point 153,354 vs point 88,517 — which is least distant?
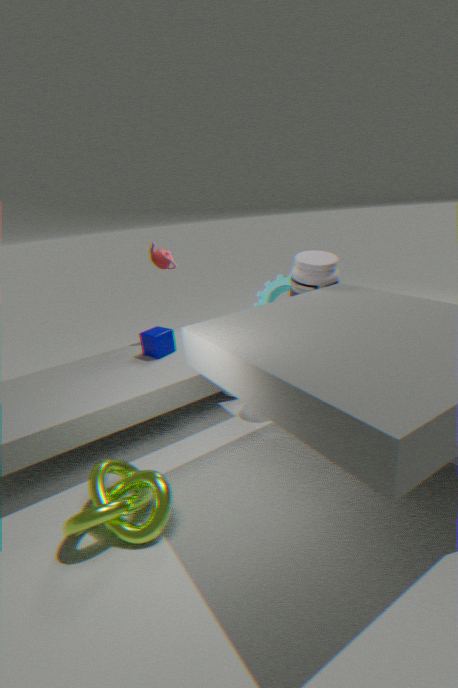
point 88,517
